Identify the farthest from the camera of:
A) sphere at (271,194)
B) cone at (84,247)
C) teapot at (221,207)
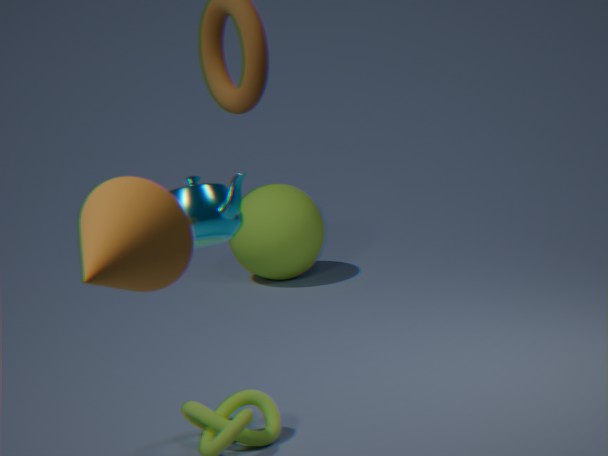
sphere at (271,194)
